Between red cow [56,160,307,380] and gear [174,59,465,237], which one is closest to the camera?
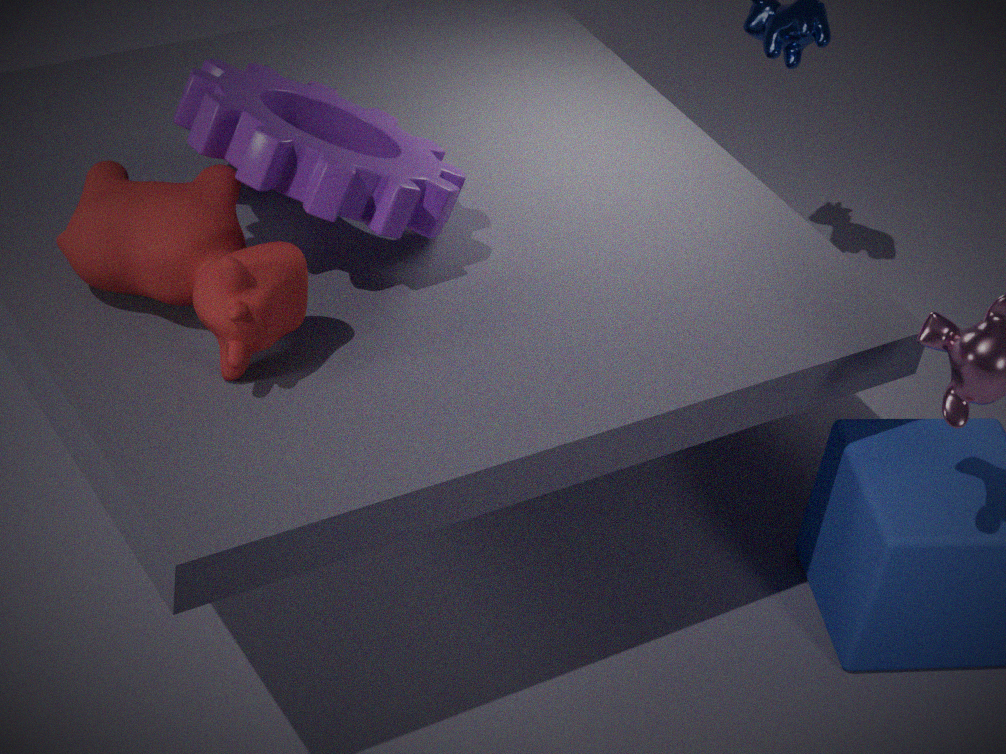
red cow [56,160,307,380]
